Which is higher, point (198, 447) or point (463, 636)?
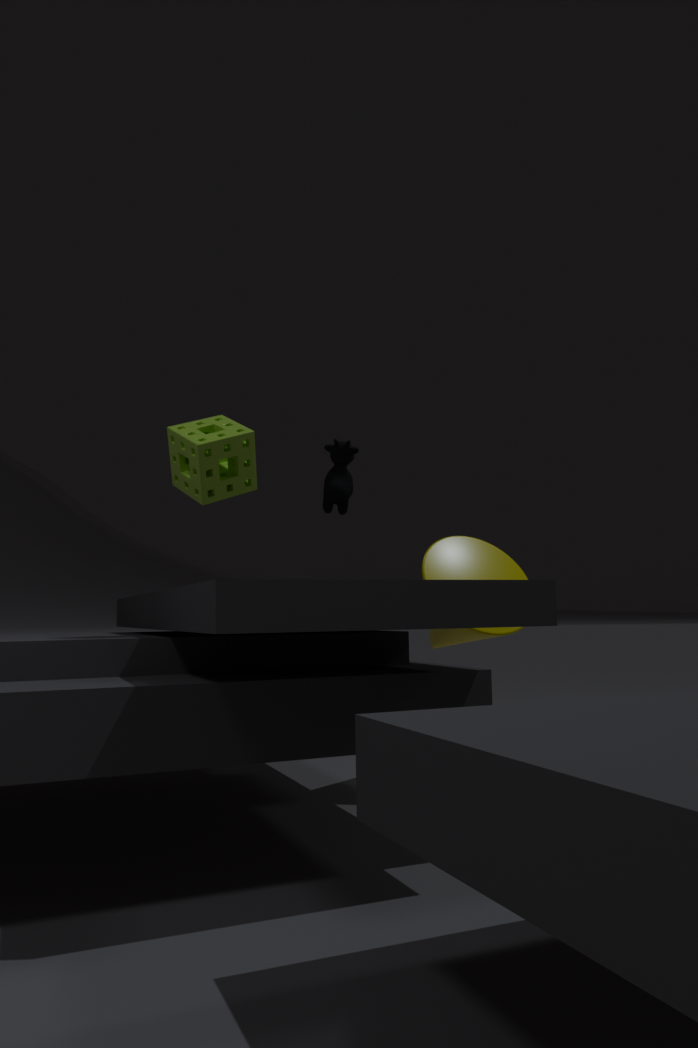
point (198, 447)
